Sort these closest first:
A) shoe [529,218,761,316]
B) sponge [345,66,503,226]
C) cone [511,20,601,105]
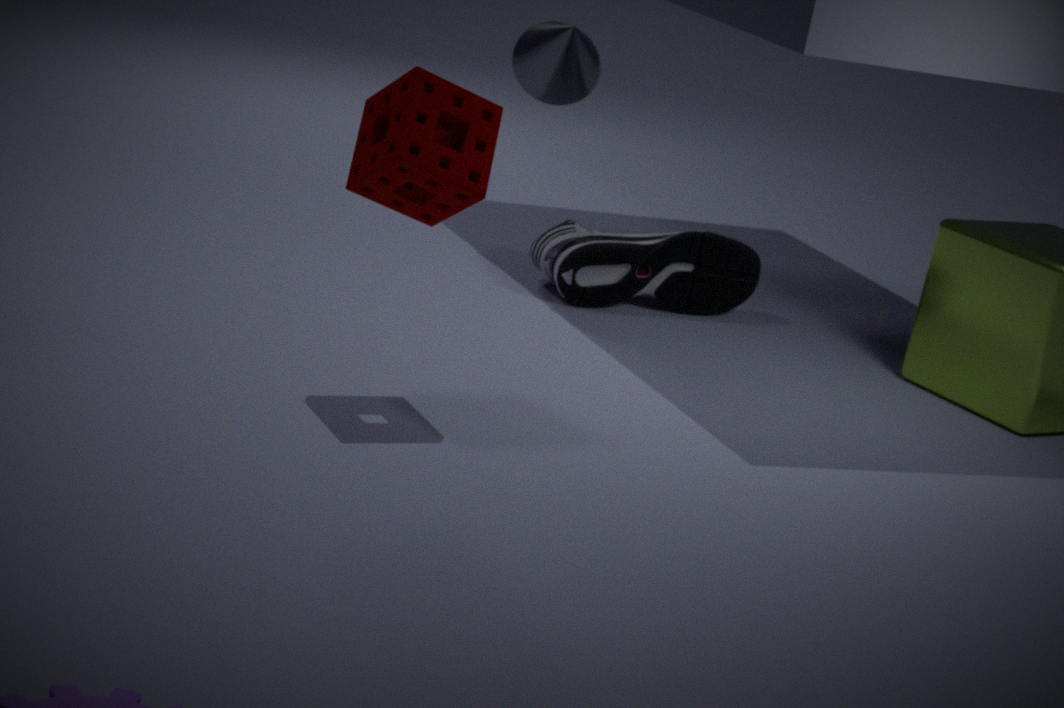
B. sponge [345,66,503,226], A. shoe [529,218,761,316], C. cone [511,20,601,105]
